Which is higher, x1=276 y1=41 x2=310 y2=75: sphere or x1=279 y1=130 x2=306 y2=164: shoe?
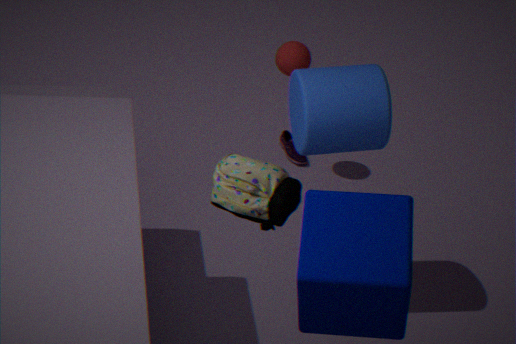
x1=276 y1=41 x2=310 y2=75: sphere
